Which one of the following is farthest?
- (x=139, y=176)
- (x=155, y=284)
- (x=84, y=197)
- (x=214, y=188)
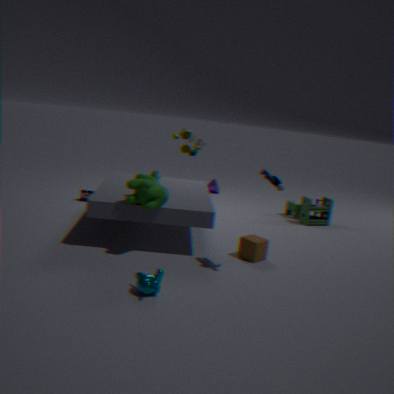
(x=214, y=188)
